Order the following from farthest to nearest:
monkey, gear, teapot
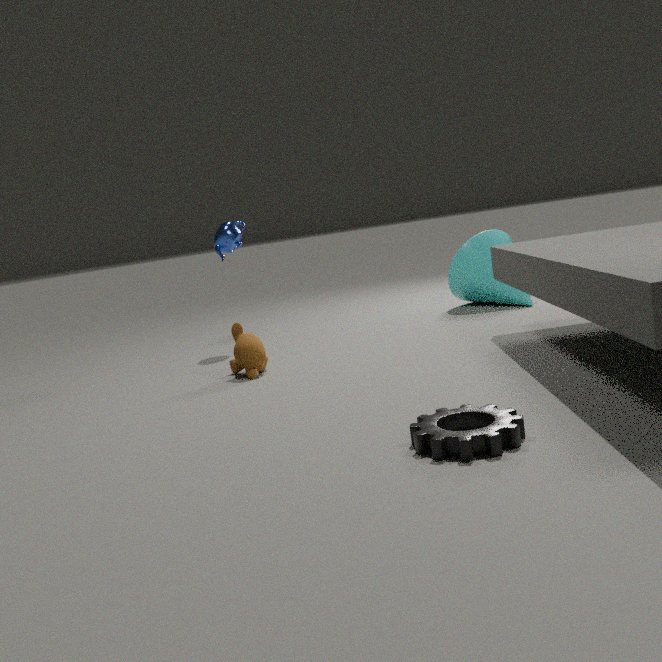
teapot, monkey, gear
